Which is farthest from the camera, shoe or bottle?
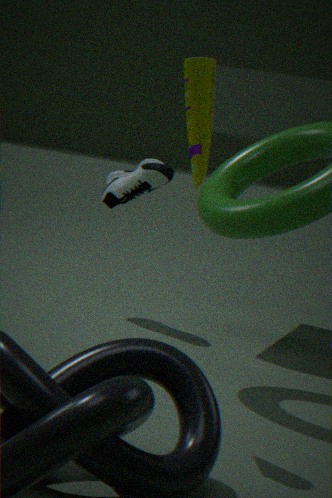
shoe
